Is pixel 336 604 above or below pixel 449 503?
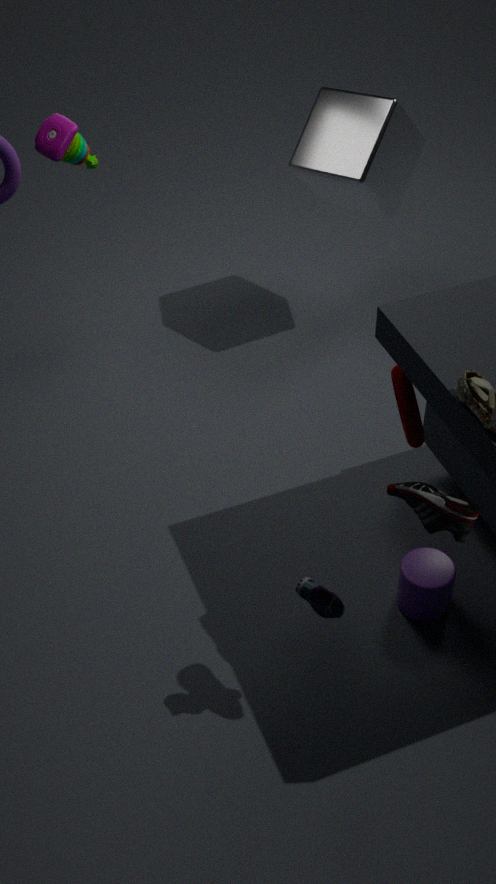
below
